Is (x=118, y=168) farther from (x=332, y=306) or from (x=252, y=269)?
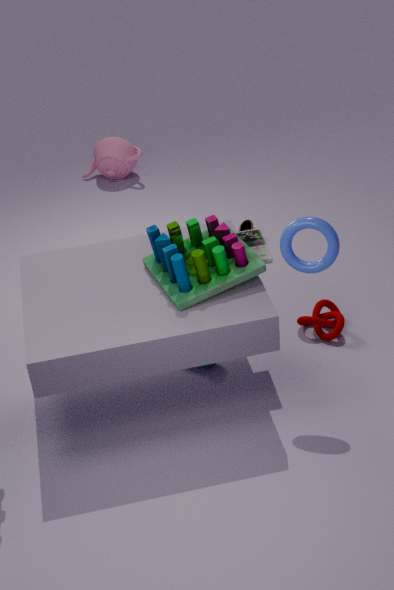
(x=252, y=269)
